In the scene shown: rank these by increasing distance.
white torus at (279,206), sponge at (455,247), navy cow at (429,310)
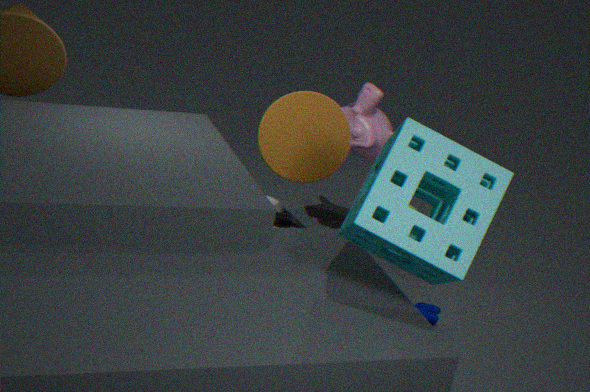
sponge at (455,247) < navy cow at (429,310) < white torus at (279,206)
